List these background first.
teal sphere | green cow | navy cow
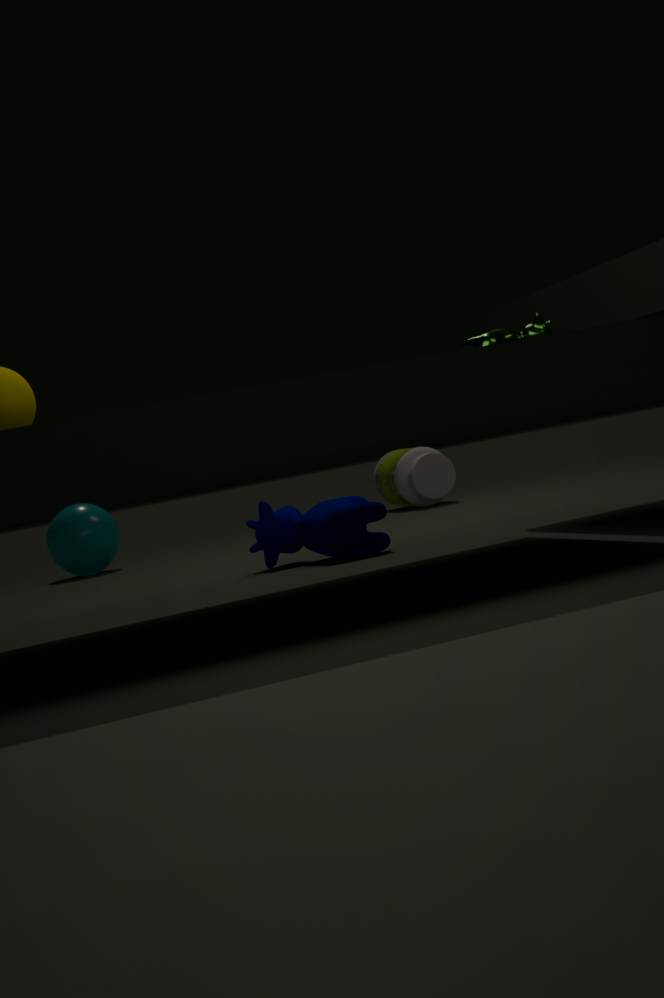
teal sphere
navy cow
green cow
